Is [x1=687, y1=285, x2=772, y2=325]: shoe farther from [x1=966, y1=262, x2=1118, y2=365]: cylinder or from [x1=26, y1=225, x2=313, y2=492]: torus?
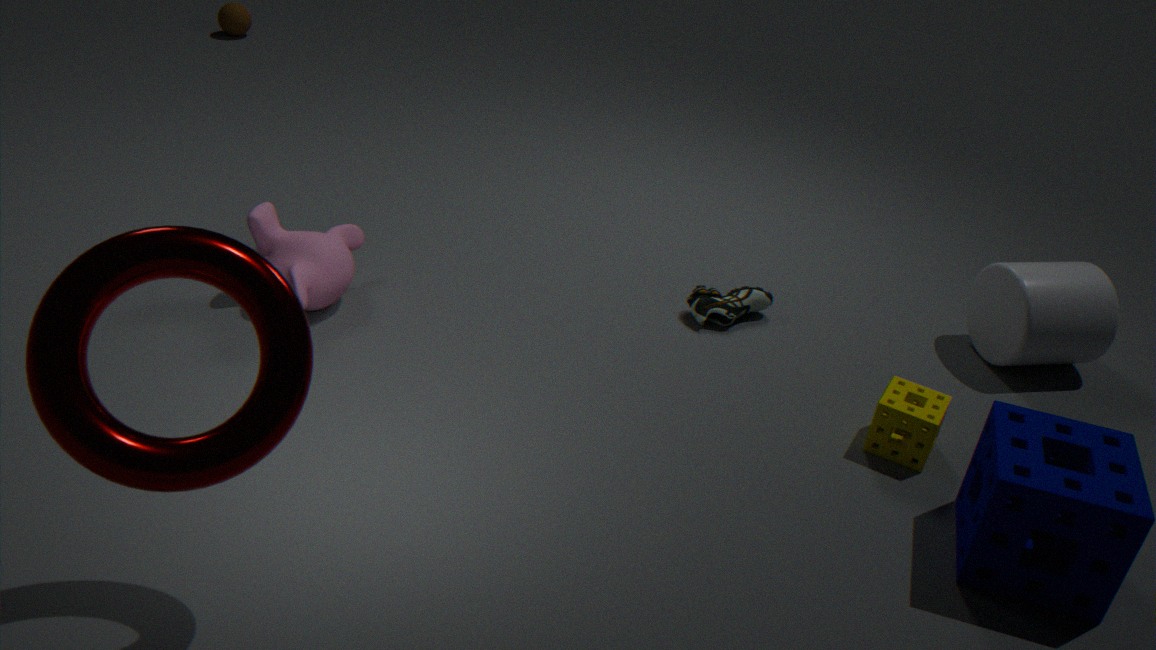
[x1=26, y1=225, x2=313, y2=492]: torus
